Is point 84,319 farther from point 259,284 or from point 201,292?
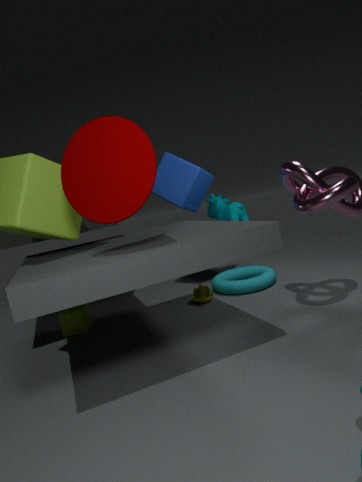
point 259,284
